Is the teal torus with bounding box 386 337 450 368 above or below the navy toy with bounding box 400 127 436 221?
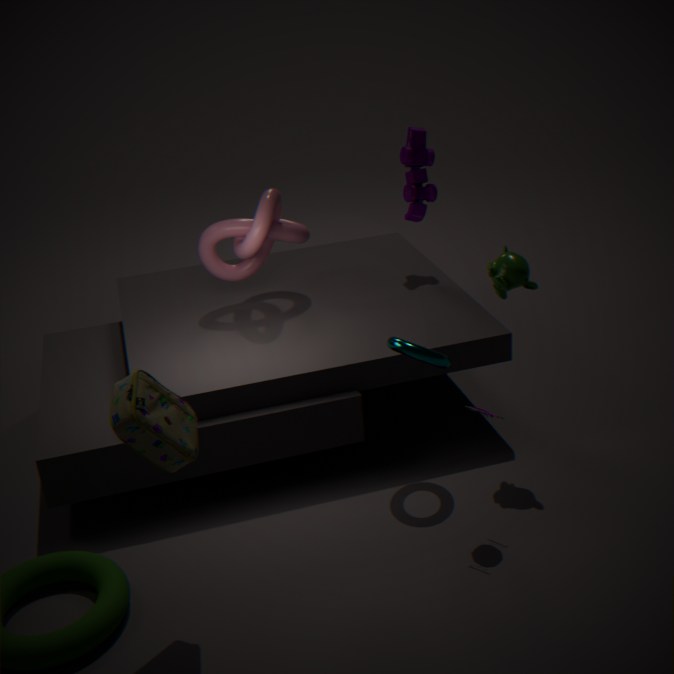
below
